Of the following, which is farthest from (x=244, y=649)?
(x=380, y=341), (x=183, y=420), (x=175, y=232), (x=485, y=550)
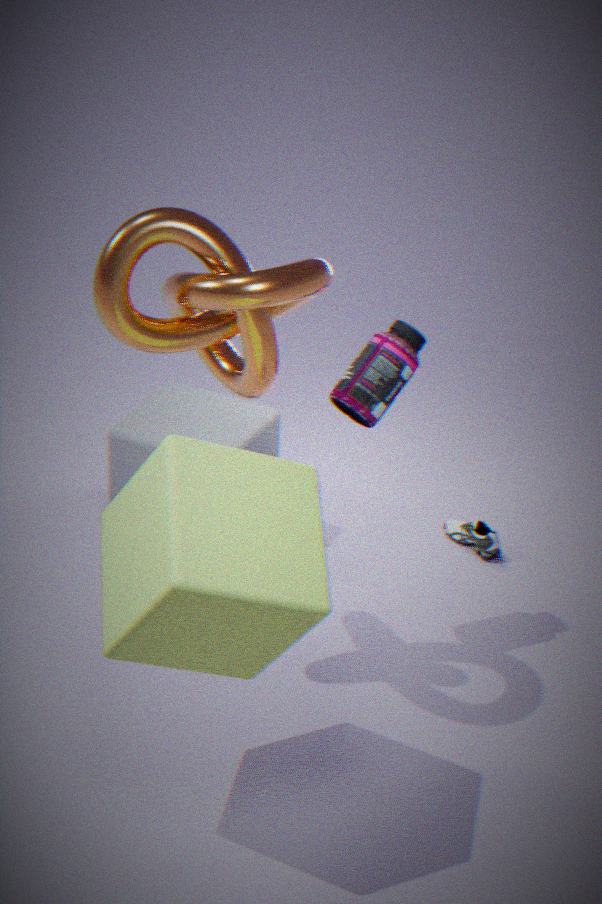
(x=485, y=550)
